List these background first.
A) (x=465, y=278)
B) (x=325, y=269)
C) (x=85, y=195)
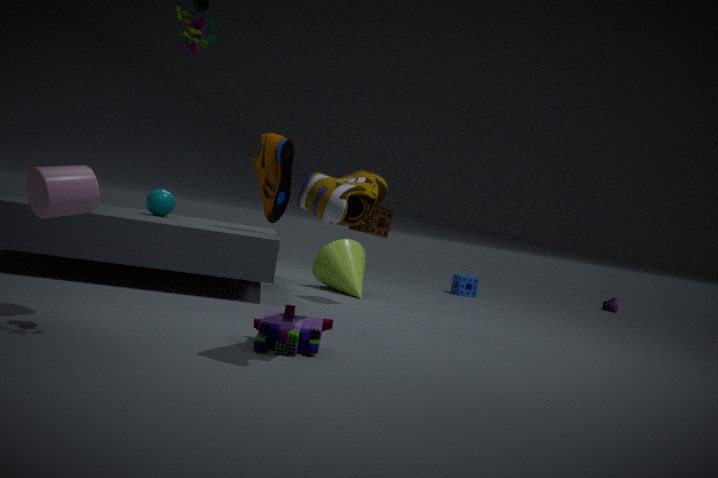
(x=465, y=278)
(x=325, y=269)
(x=85, y=195)
